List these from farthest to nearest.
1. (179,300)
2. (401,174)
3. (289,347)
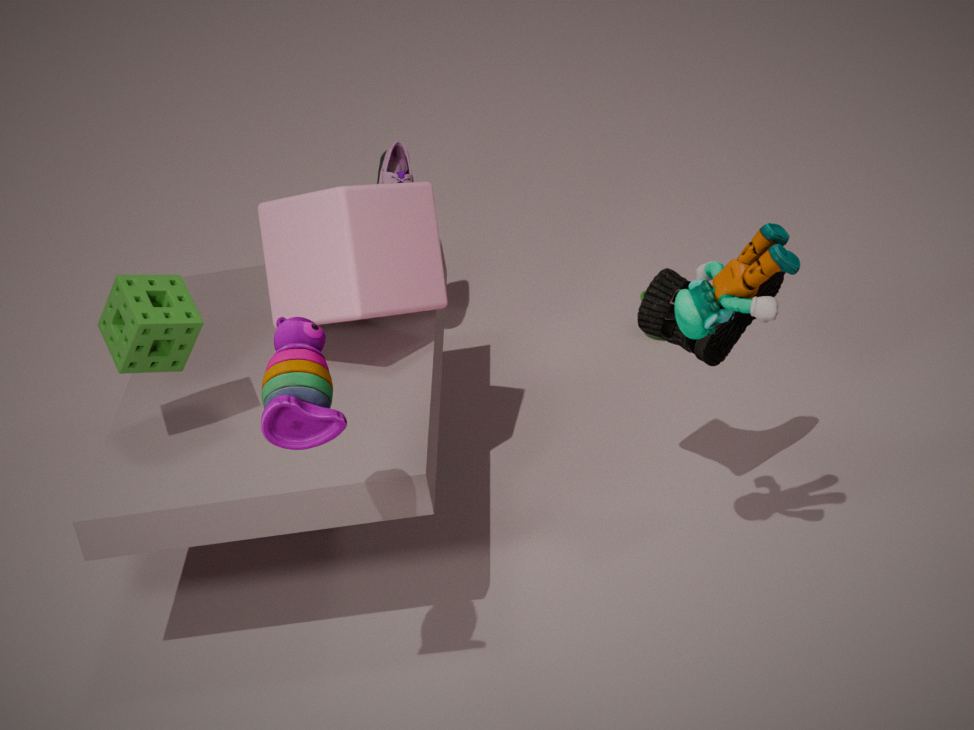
(401,174)
(179,300)
(289,347)
